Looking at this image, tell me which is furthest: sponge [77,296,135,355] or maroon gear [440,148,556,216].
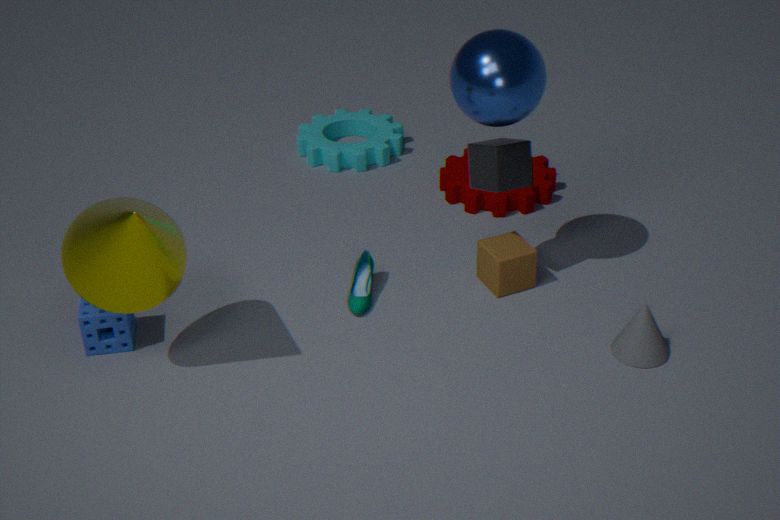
maroon gear [440,148,556,216]
